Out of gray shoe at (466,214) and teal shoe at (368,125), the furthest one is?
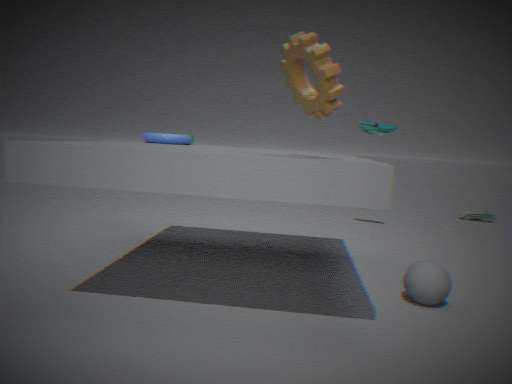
gray shoe at (466,214)
